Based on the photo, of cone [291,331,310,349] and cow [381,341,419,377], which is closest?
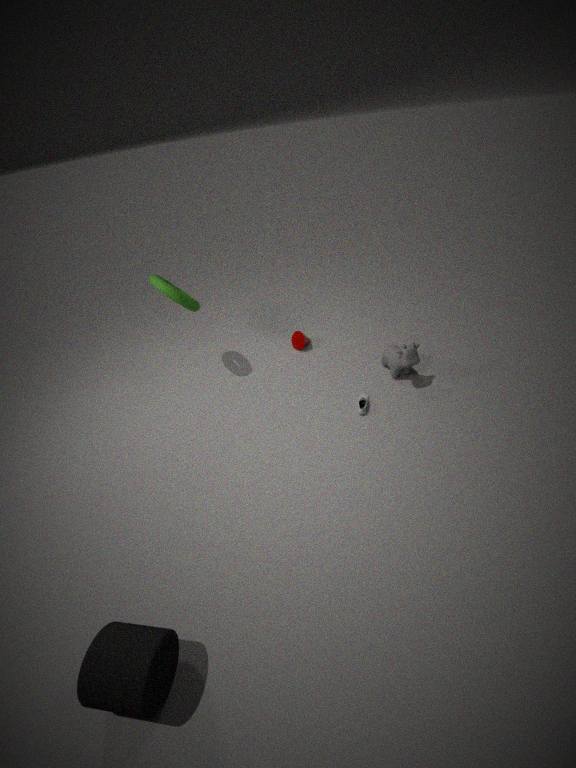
cow [381,341,419,377]
